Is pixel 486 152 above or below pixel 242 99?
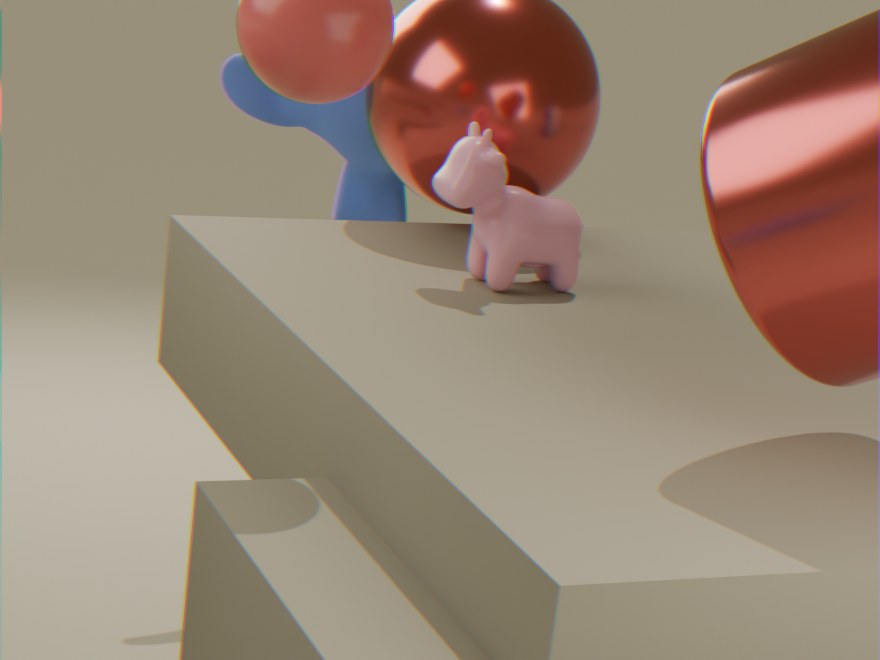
below
